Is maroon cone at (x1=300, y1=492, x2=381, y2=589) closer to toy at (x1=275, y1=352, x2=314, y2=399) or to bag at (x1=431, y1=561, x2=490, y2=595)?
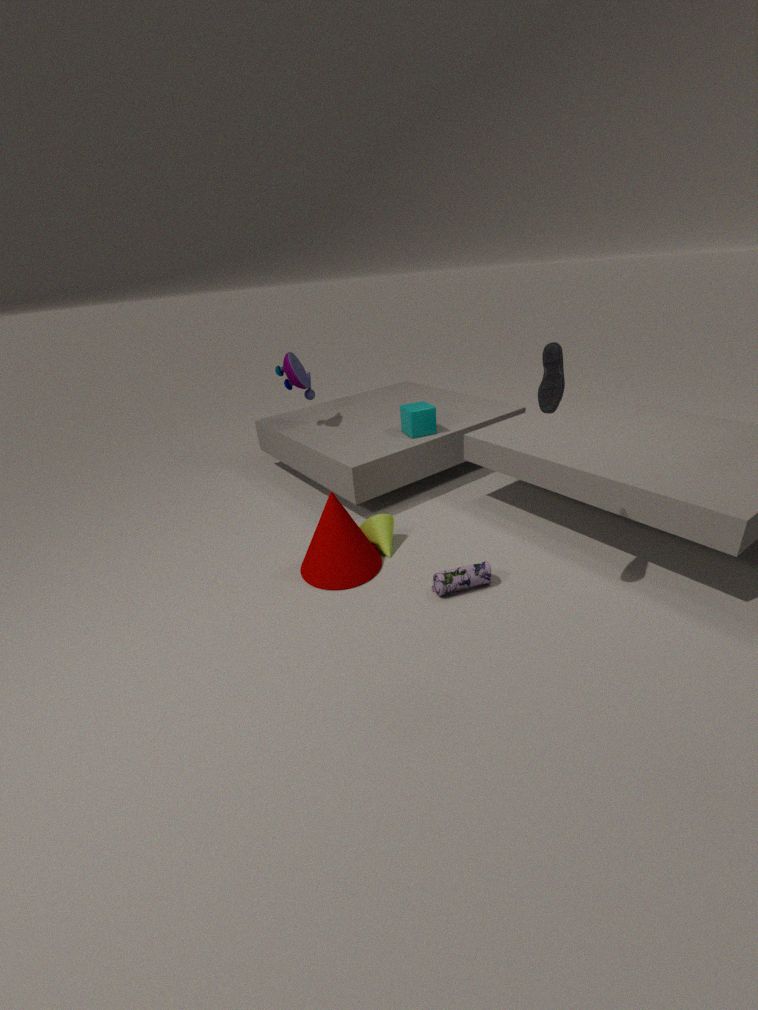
bag at (x1=431, y1=561, x2=490, y2=595)
